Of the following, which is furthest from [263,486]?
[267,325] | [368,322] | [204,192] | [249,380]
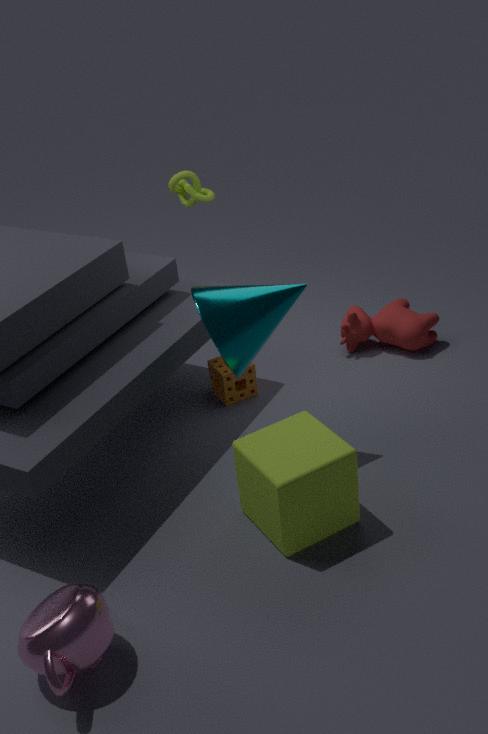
[204,192]
